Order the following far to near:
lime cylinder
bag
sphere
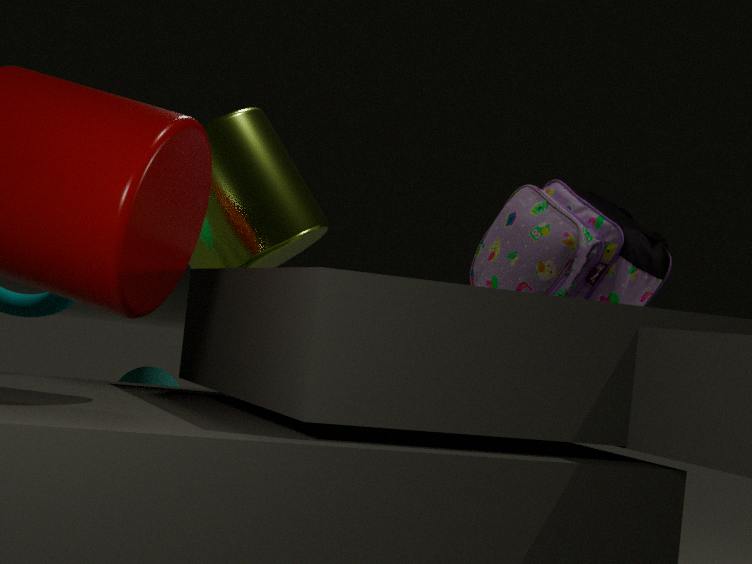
bag, sphere, lime cylinder
